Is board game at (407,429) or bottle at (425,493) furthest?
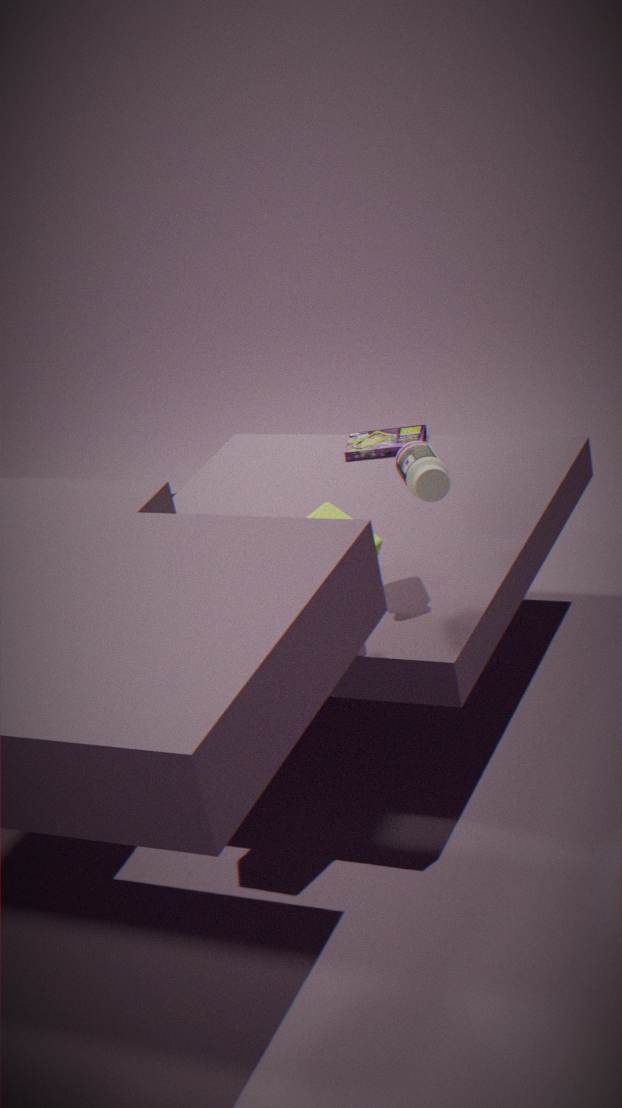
board game at (407,429)
